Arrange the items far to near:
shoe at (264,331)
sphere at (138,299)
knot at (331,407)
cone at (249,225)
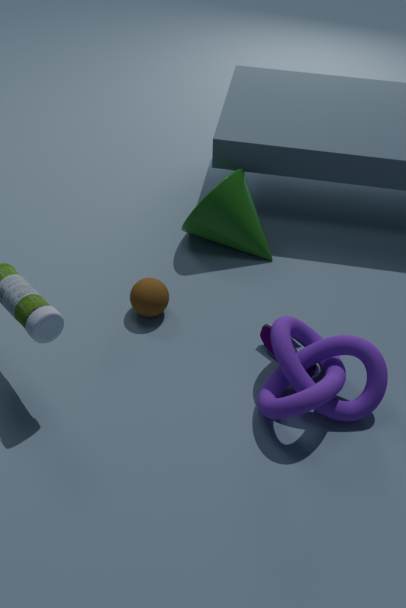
1. cone at (249,225)
2. sphere at (138,299)
3. shoe at (264,331)
4. knot at (331,407)
